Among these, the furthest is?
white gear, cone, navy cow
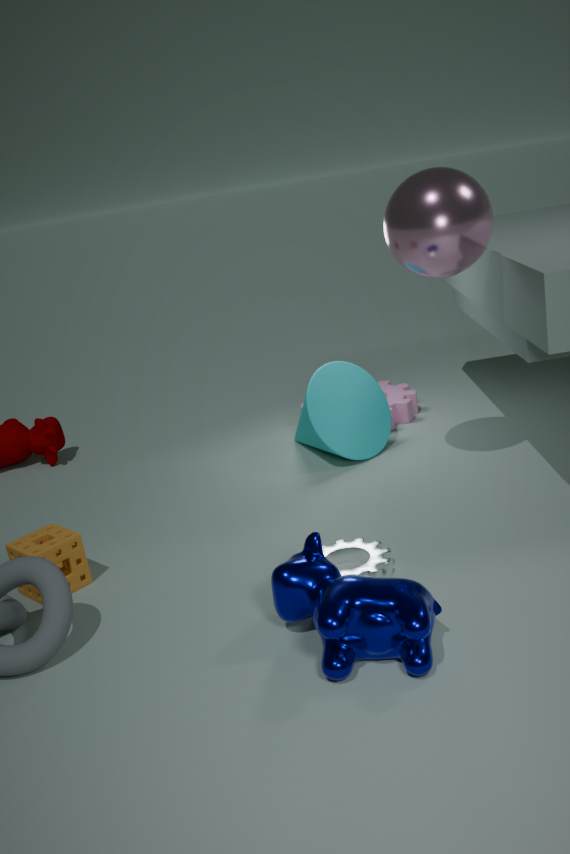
cone
